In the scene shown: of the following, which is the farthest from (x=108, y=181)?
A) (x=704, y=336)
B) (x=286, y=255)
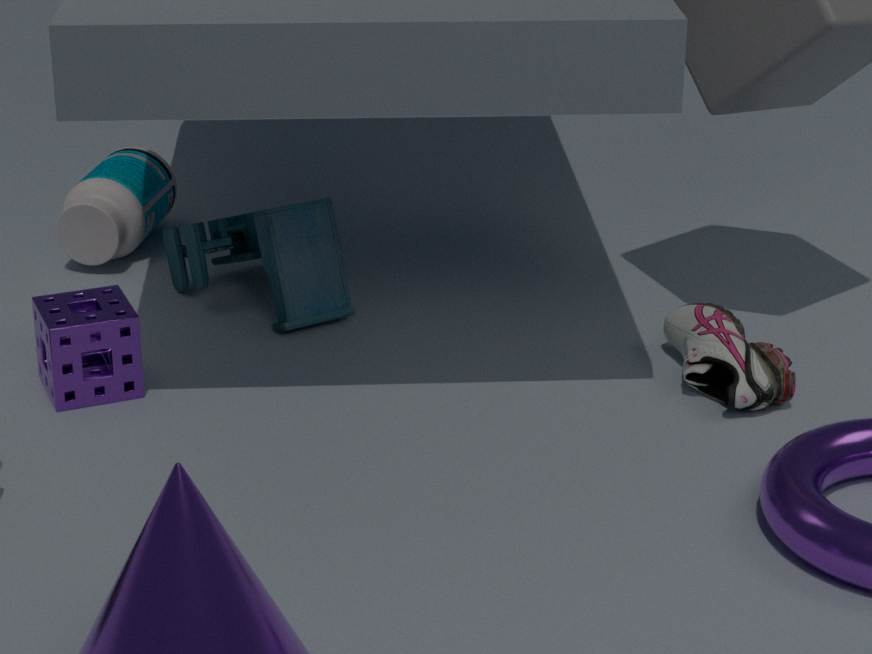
(x=704, y=336)
